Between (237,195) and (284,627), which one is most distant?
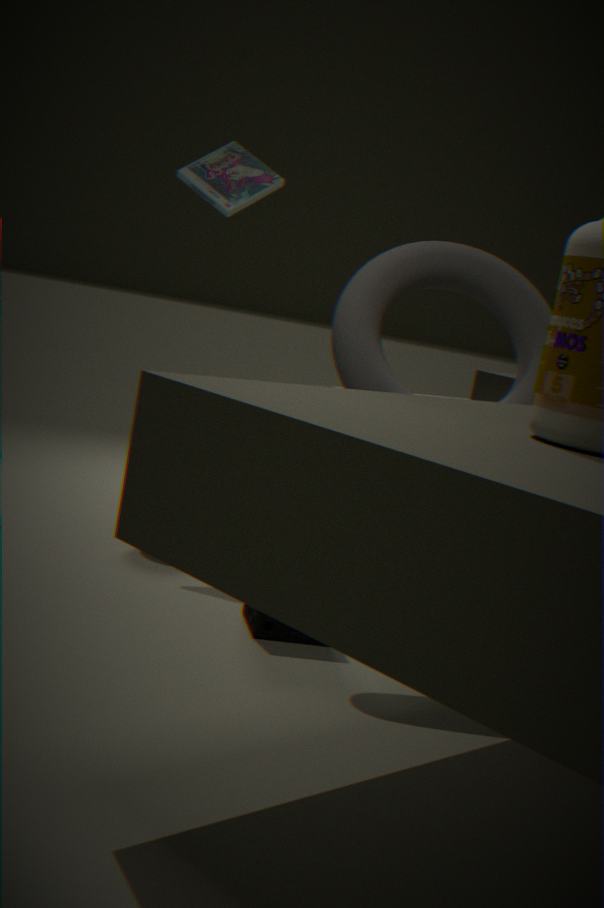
(237,195)
